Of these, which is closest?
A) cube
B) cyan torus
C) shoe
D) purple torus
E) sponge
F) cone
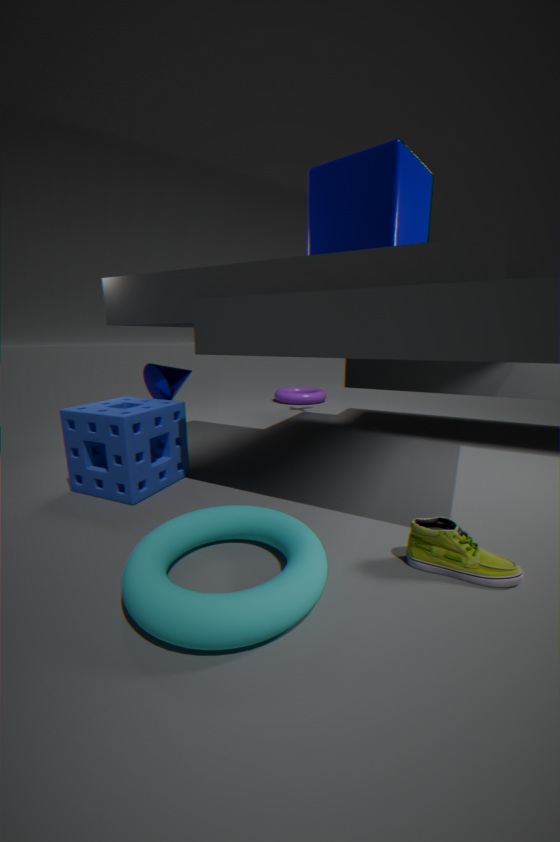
cyan torus
